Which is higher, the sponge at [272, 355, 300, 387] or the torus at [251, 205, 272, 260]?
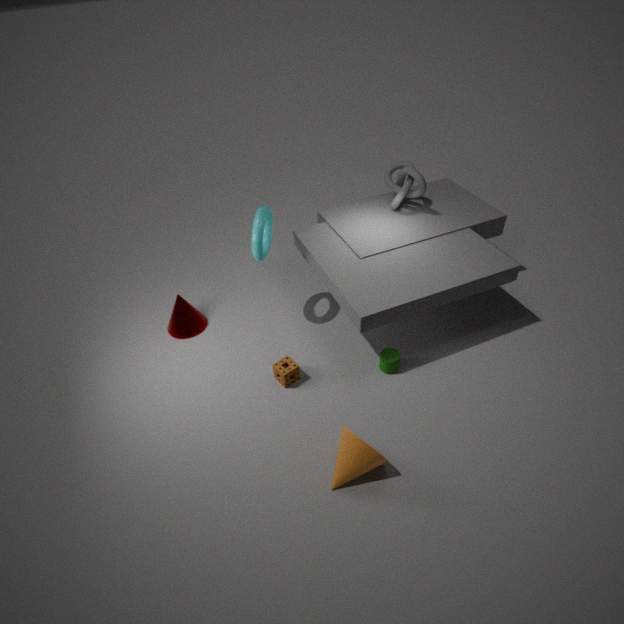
the torus at [251, 205, 272, 260]
